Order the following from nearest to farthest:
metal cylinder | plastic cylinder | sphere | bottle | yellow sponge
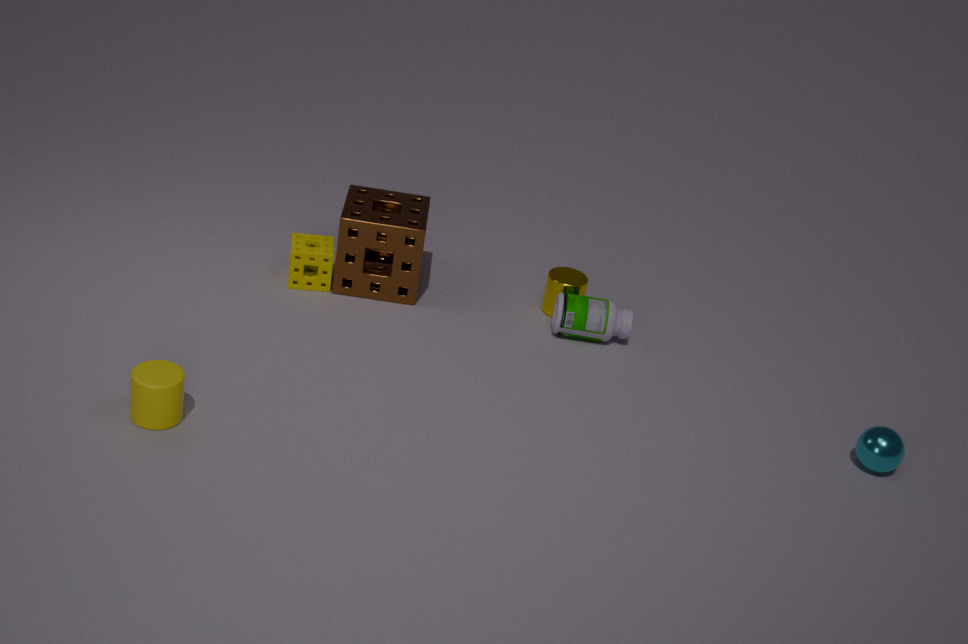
plastic cylinder → sphere → bottle → yellow sponge → metal cylinder
